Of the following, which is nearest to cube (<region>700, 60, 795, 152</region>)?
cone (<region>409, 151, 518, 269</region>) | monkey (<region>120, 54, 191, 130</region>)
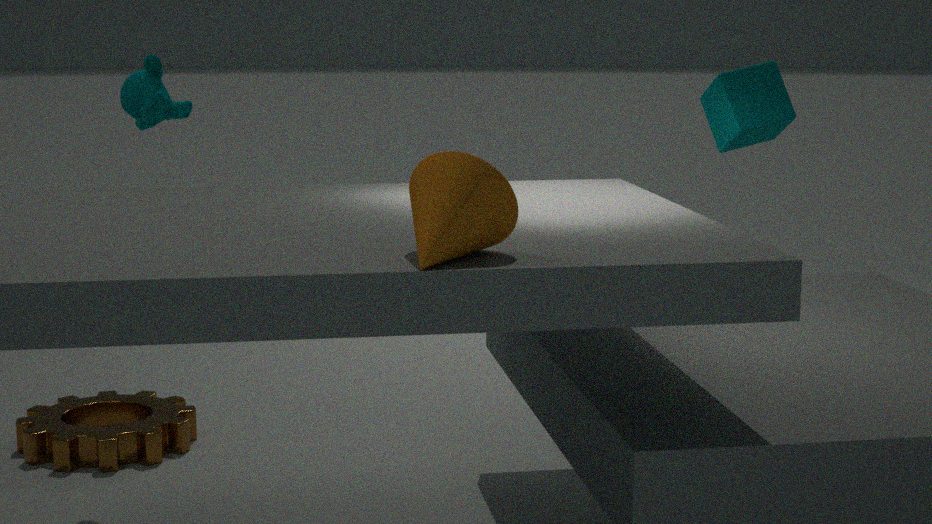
cone (<region>409, 151, 518, 269</region>)
